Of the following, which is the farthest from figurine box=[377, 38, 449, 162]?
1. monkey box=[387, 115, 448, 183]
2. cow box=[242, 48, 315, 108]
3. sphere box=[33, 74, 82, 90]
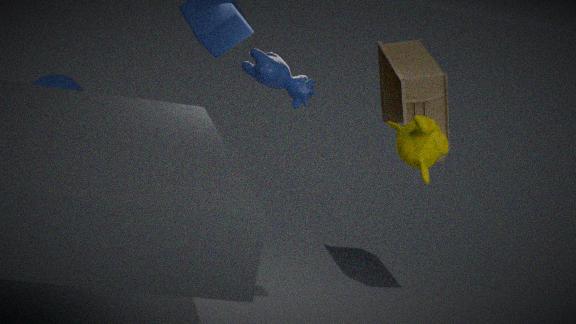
sphere box=[33, 74, 82, 90]
